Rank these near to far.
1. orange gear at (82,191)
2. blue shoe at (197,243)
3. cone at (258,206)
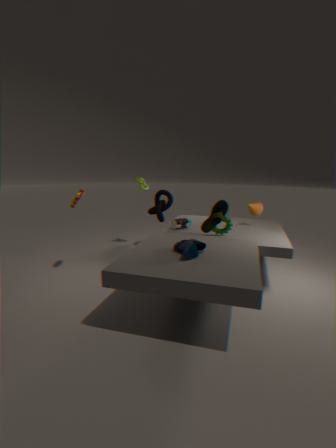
blue shoe at (197,243) → orange gear at (82,191) → cone at (258,206)
